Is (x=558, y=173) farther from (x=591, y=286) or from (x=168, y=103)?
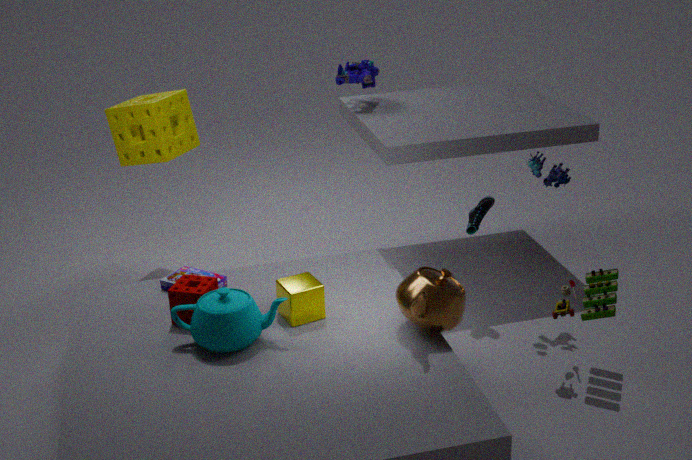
(x=168, y=103)
